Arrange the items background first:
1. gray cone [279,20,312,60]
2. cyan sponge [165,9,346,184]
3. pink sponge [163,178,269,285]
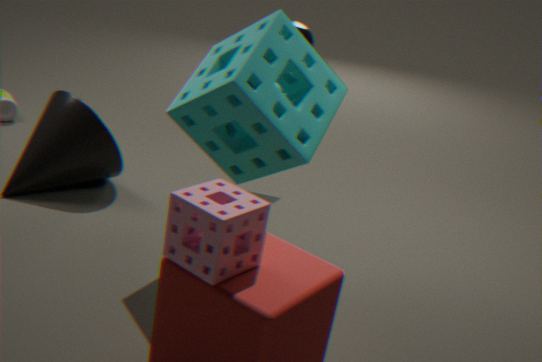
gray cone [279,20,312,60] → cyan sponge [165,9,346,184] → pink sponge [163,178,269,285]
